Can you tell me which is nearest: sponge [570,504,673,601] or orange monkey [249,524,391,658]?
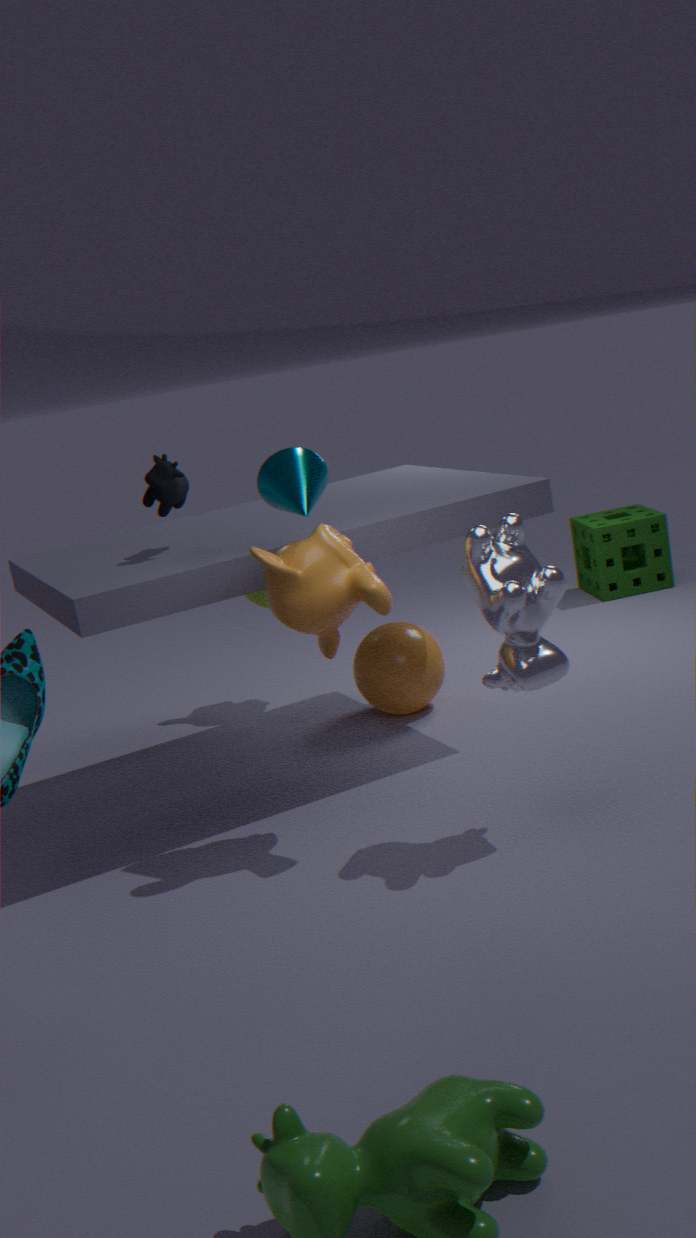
orange monkey [249,524,391,658]
